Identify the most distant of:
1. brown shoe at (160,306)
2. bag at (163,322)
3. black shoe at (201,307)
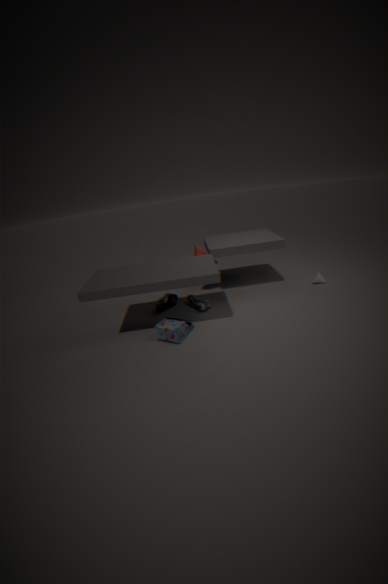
brown shoe at (160,306)
